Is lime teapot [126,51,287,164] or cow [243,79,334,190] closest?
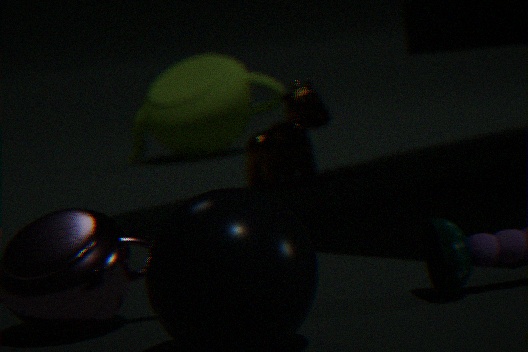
cow [243,79,334,190]
